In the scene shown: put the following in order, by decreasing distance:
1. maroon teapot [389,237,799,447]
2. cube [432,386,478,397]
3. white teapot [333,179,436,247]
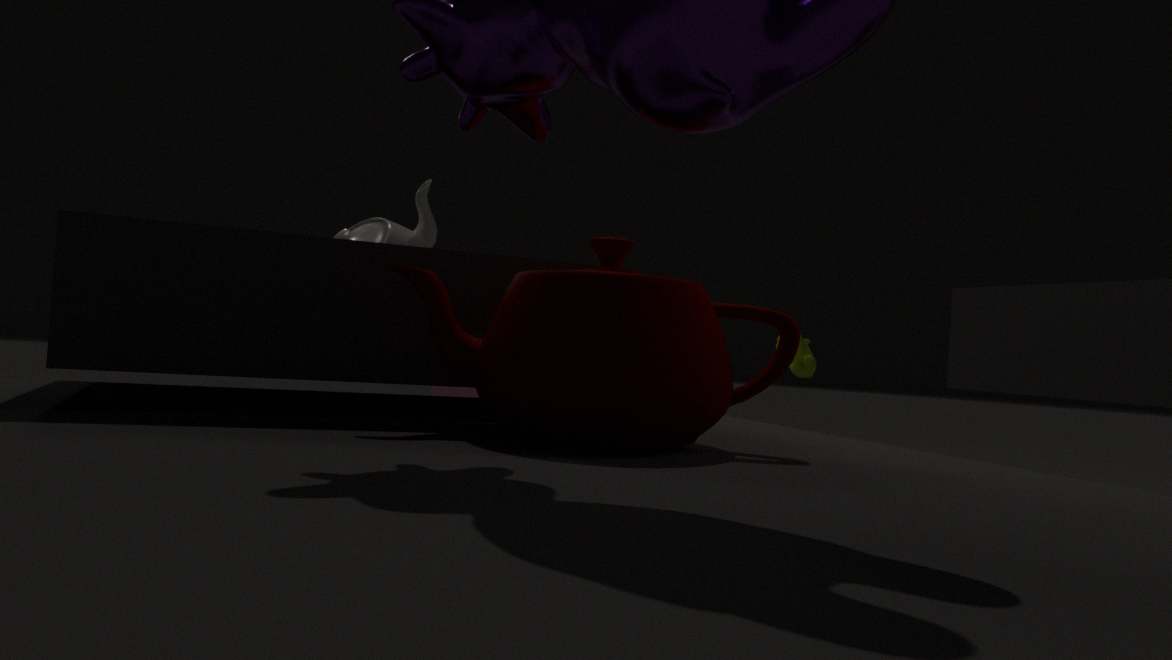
cube [432,386,478,397]
white teapot [333,179,436,247]
maroon teapot [389,237,799,447]
